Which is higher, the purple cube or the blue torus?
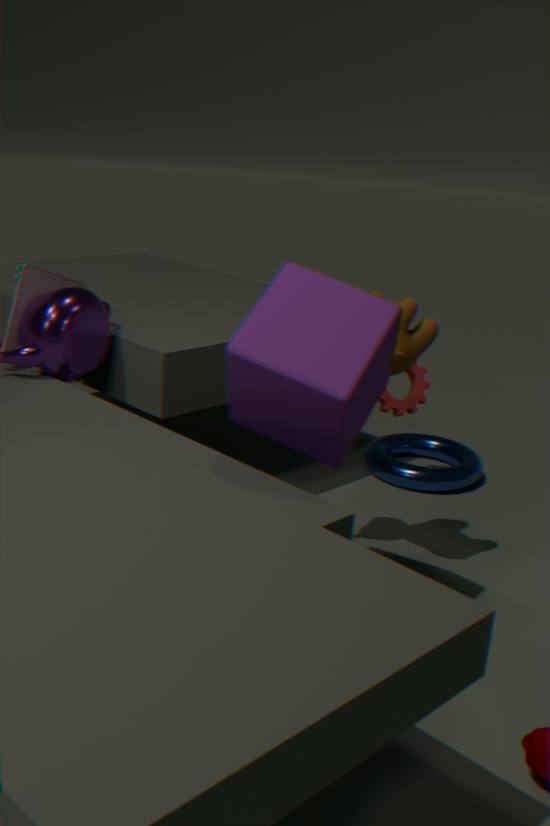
the purple cube
